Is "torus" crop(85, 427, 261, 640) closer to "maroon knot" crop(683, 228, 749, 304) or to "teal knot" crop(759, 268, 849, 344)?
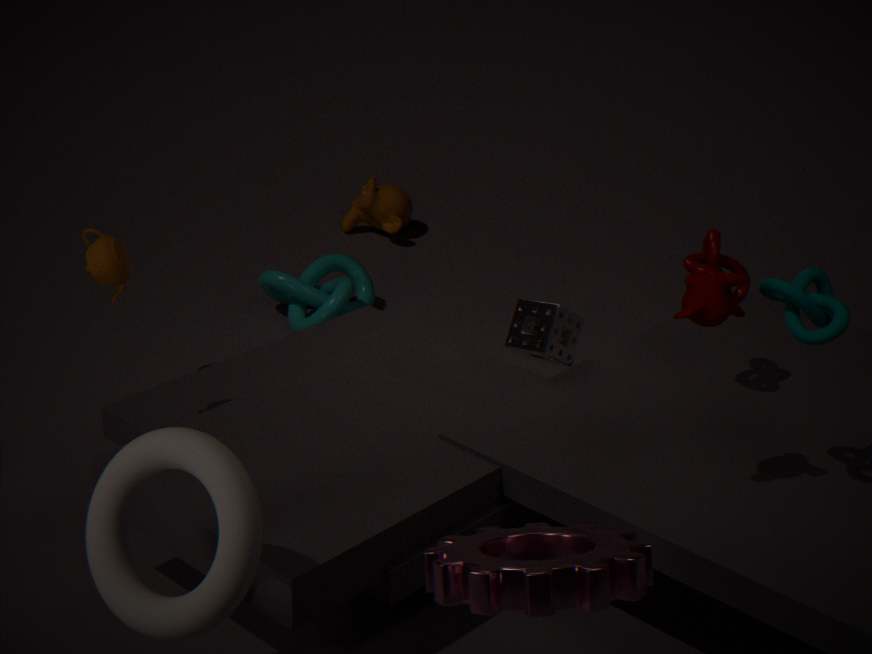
"teal knot" crop(759, 268, 849, 344)
